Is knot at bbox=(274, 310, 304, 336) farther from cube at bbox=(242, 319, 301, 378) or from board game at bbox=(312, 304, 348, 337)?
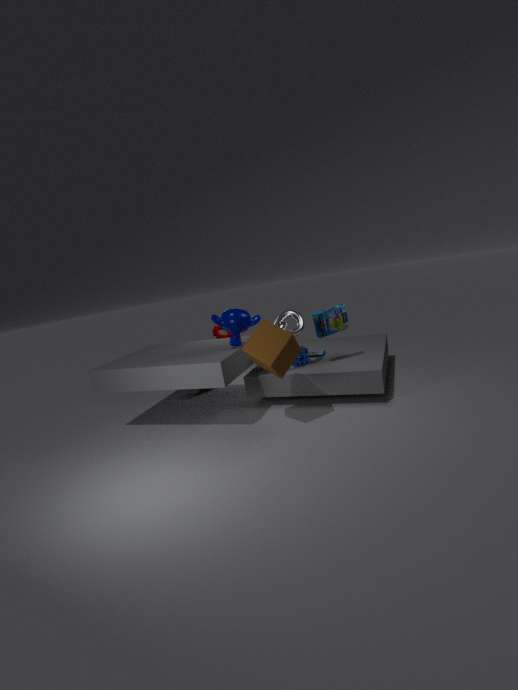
cube at bbox=(242, 319, 301, 378)
